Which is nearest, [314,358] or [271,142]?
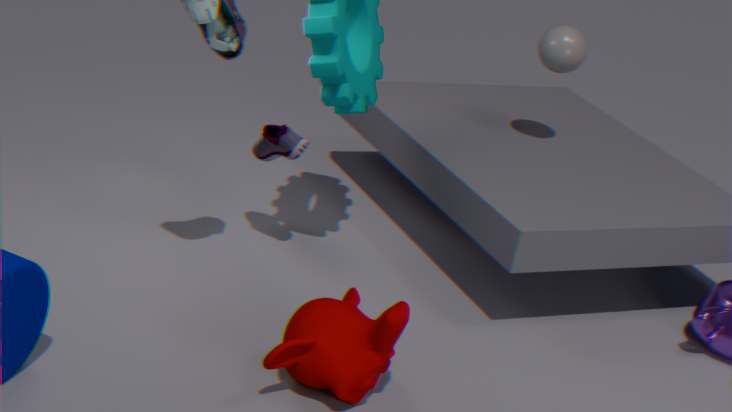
[314,358]
